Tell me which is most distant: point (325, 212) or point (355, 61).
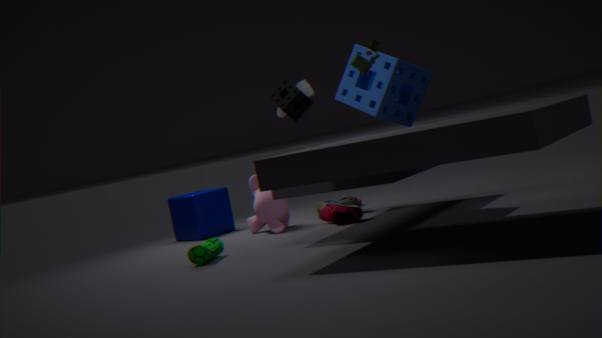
point (325, 212)
